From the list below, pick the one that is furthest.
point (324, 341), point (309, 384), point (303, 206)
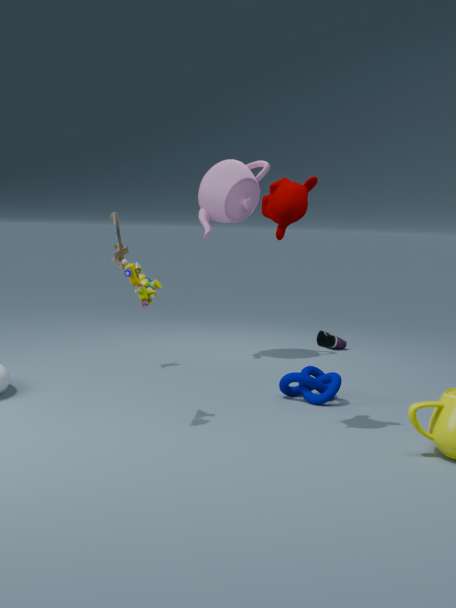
point (324, 341)
